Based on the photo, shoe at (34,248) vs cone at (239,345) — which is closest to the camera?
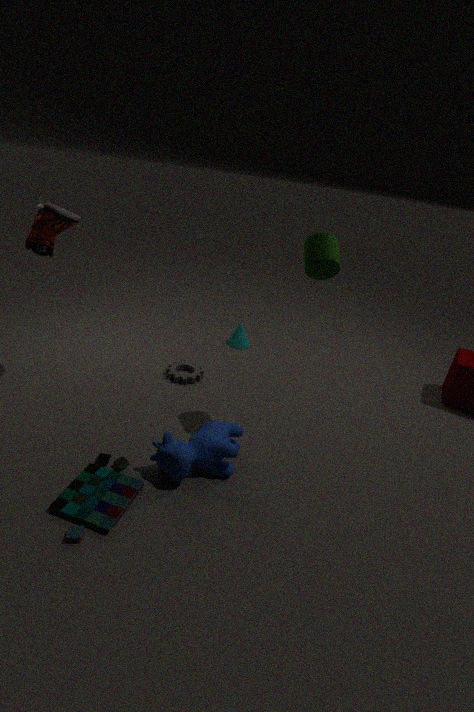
shoe at (34,248)
